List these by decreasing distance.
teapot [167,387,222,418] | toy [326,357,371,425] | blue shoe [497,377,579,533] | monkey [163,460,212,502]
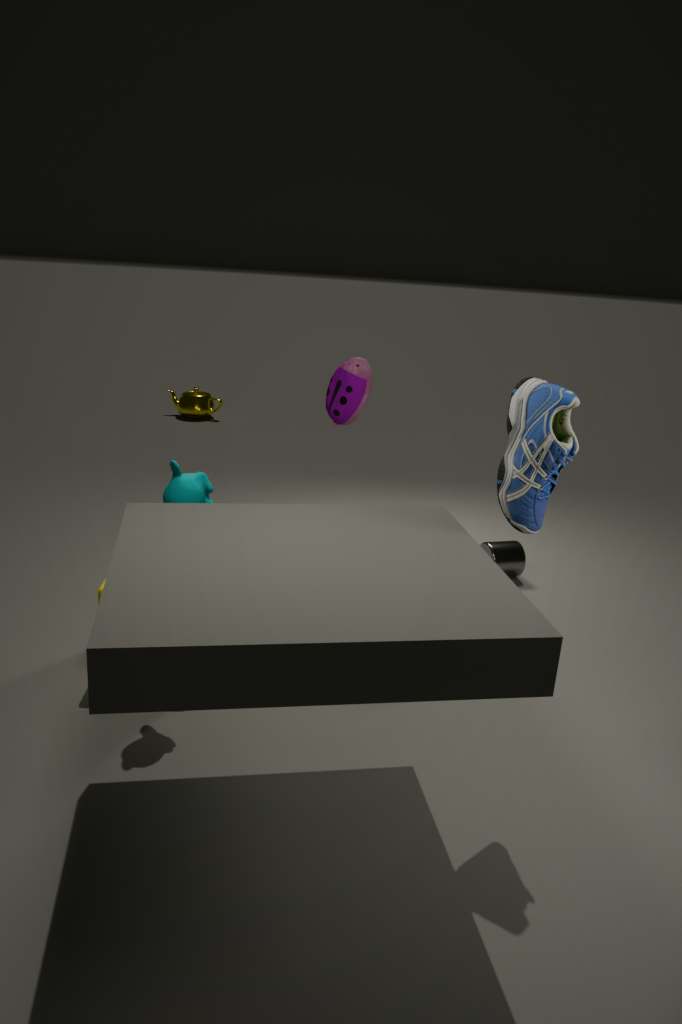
1. teapot [167,387,222,418]
2. toy [326,357,371,425]
3. monkey [163,460,212,502]
4. blue shoe [497,377,579,533]
